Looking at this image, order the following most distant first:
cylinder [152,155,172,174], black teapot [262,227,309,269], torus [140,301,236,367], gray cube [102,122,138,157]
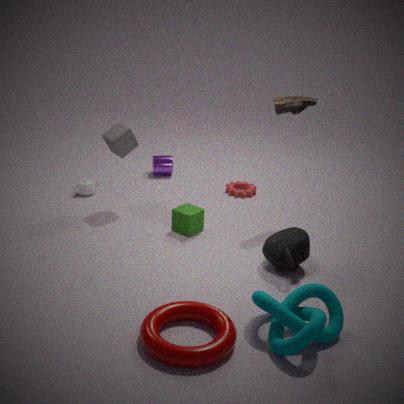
cylinder [152,155,172,174] → gray cube [102,122,138,157] → black teapot [262,227,309,269] → torus [140,301,236,367]
